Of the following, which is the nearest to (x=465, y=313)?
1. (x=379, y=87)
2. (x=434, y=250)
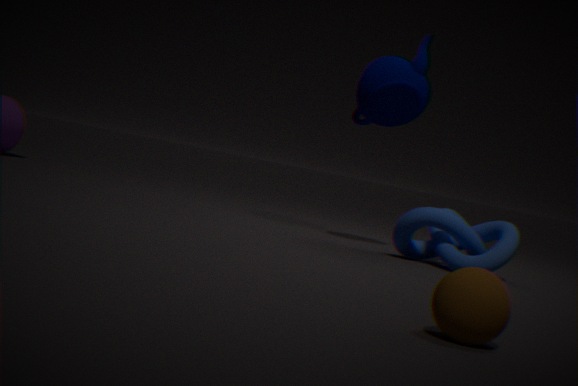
(x=434, y=250)
